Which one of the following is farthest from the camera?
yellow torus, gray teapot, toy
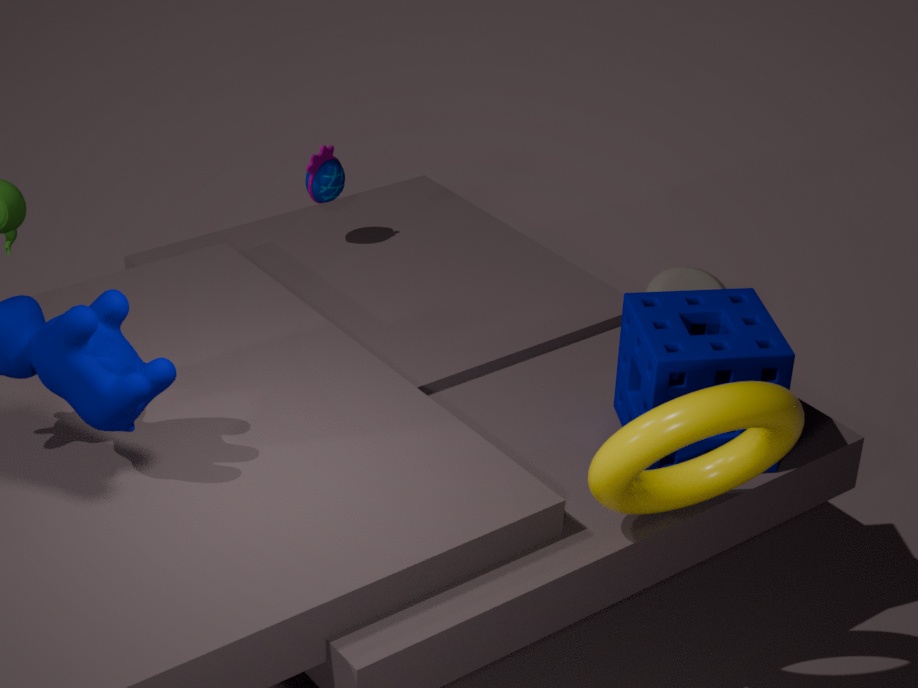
gray teapot
